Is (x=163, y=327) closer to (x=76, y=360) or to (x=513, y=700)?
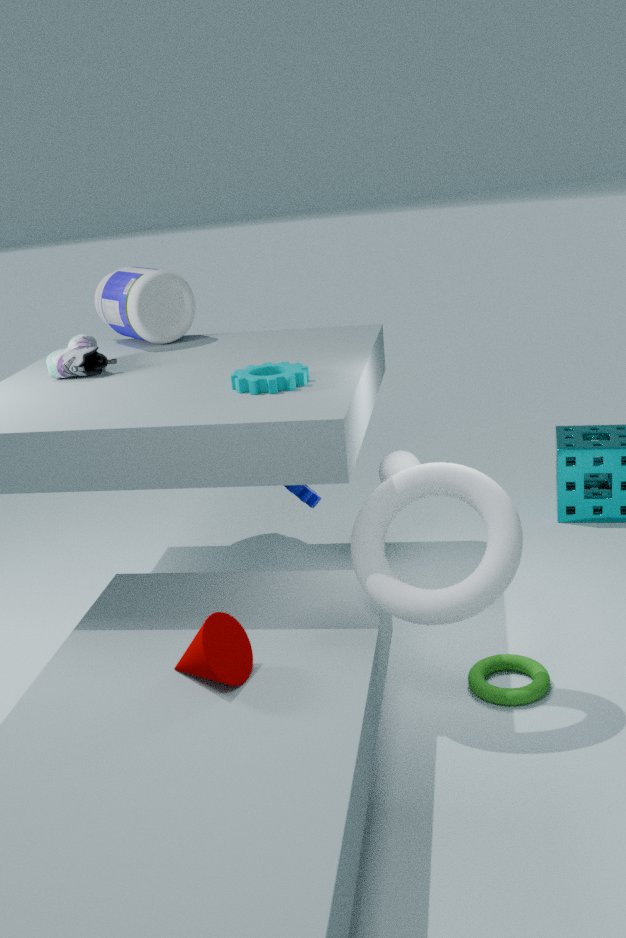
(x=76, y=360)
